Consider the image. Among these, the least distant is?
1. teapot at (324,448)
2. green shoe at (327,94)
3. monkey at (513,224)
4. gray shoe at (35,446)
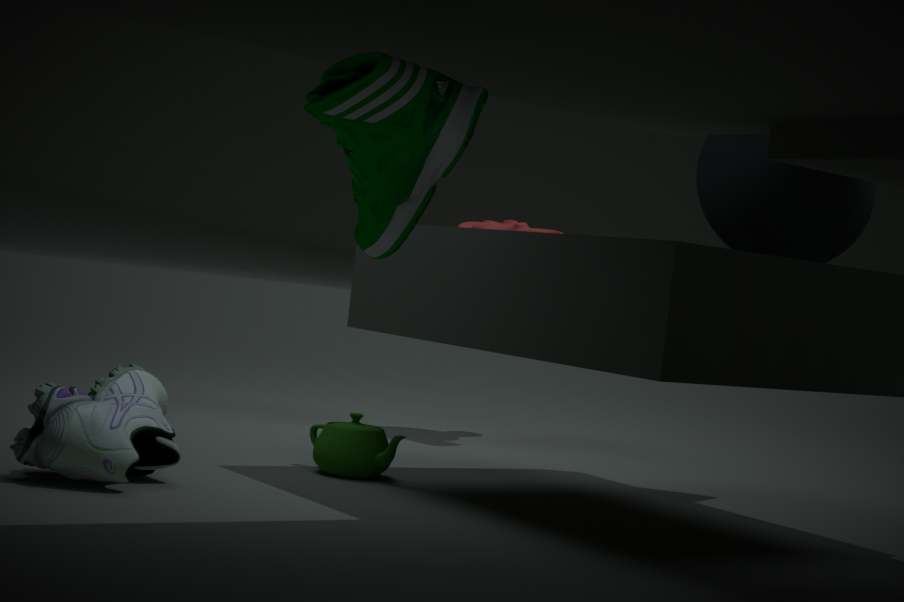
green shoe at (327,94)
